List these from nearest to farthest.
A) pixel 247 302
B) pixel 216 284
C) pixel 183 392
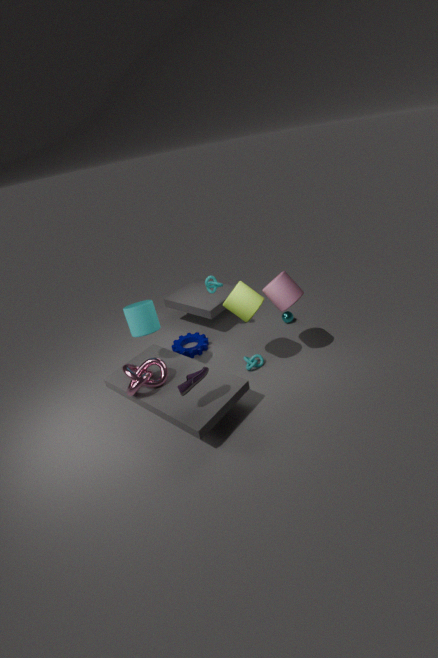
C. pixel 183 392
A. pixel 247 302
B. pixel 216 284
